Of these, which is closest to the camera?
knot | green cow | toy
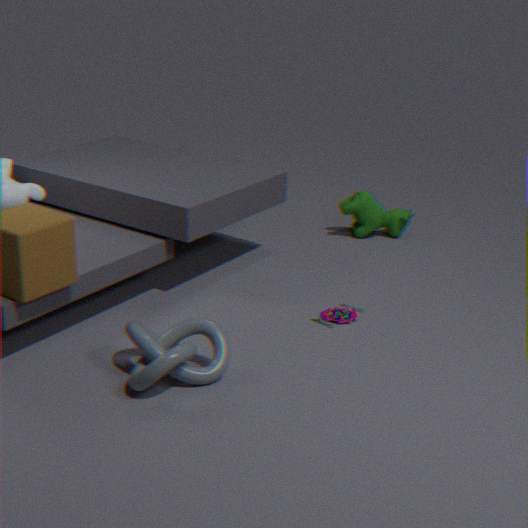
knot
